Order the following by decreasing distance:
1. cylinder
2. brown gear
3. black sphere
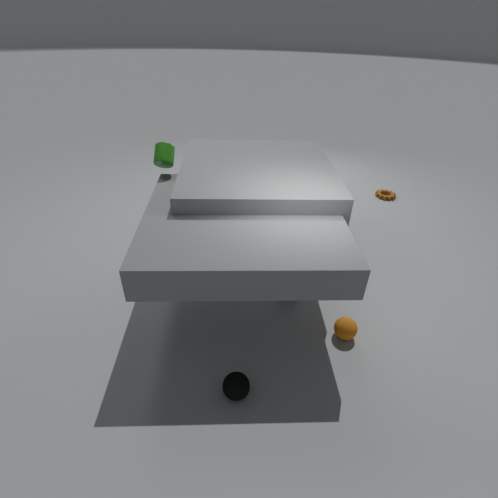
brown gear → cylinder → black sphere
